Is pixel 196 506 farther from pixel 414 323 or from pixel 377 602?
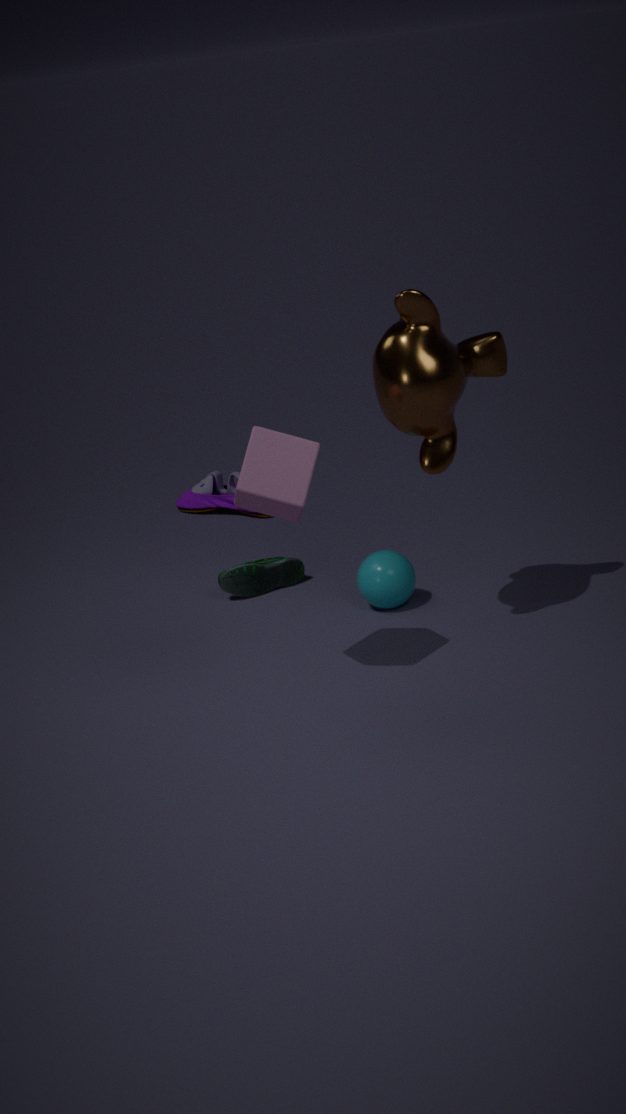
pixel 414 323
